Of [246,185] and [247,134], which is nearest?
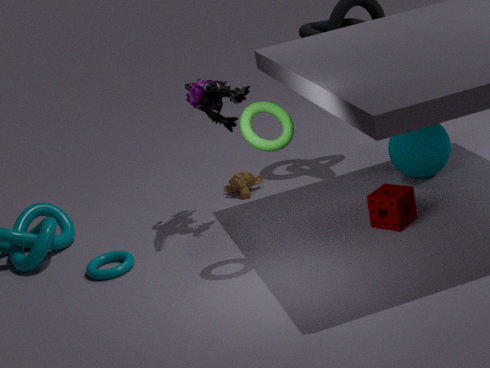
[247,134]
